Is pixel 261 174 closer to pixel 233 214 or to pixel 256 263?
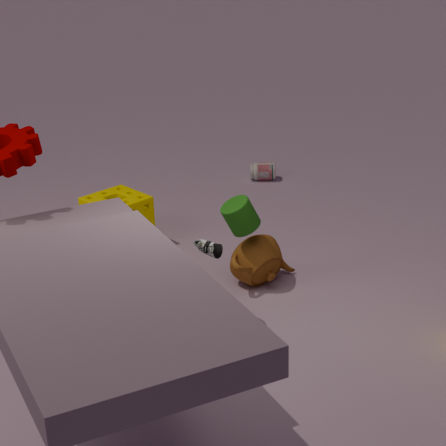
pixel 256 263
